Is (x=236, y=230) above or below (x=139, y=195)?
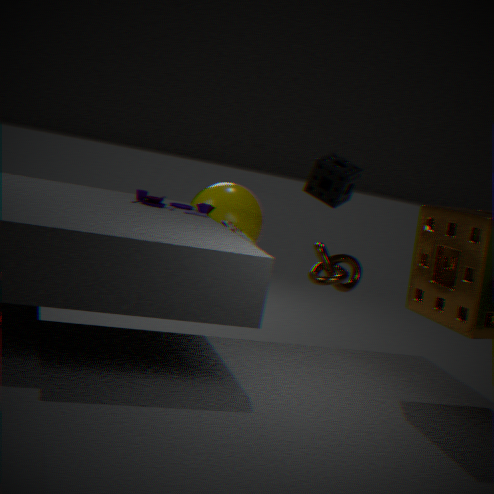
below
